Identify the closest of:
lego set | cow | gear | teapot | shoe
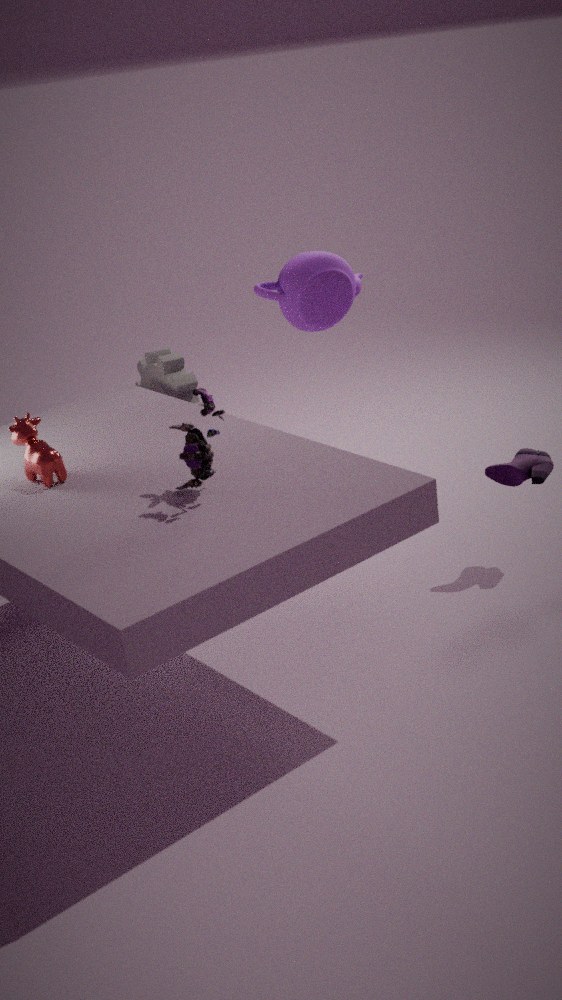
lego set
